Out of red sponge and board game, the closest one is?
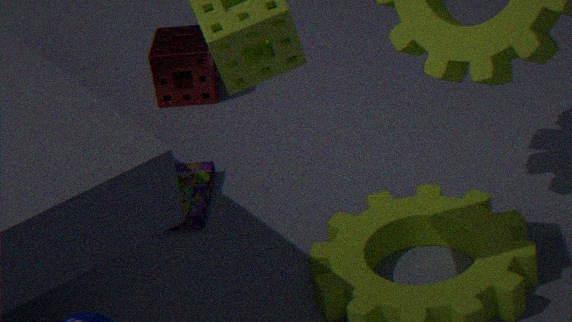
board game
